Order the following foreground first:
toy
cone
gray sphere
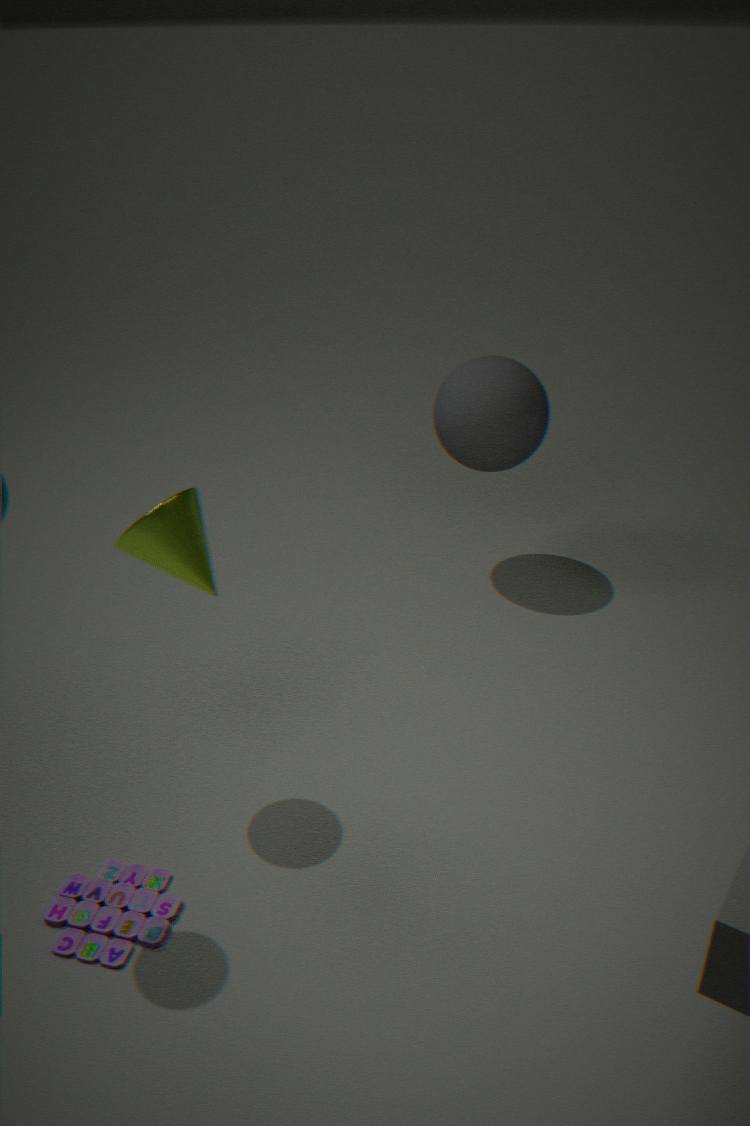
toy, cone, gray sphere
